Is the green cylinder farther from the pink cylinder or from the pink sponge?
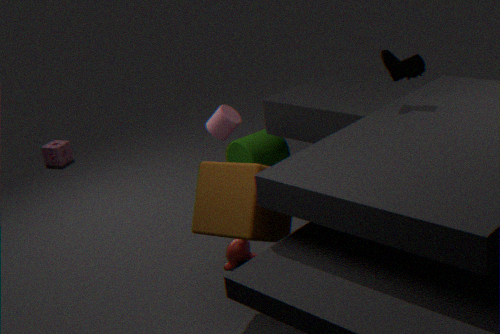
the pink sponge
